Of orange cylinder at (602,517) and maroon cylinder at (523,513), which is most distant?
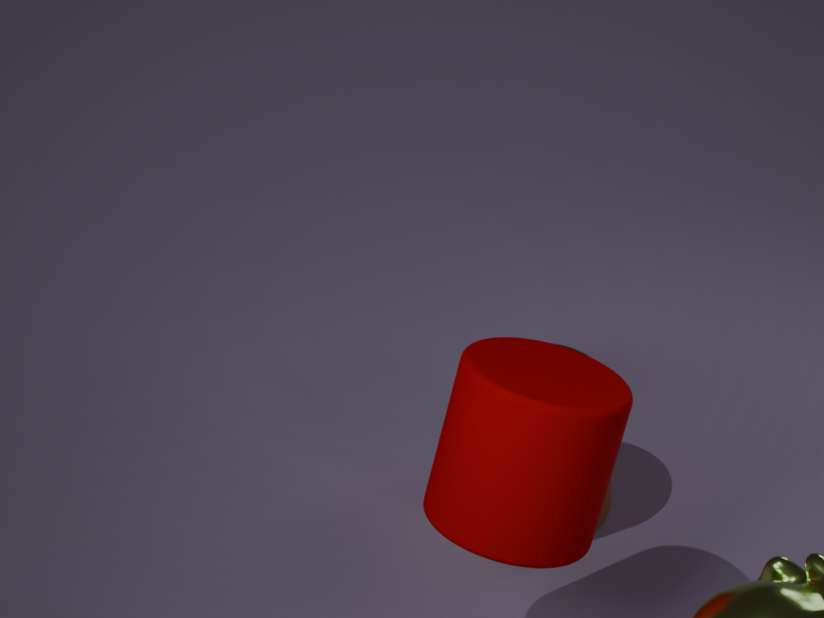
orange cylinder at (602,517)
